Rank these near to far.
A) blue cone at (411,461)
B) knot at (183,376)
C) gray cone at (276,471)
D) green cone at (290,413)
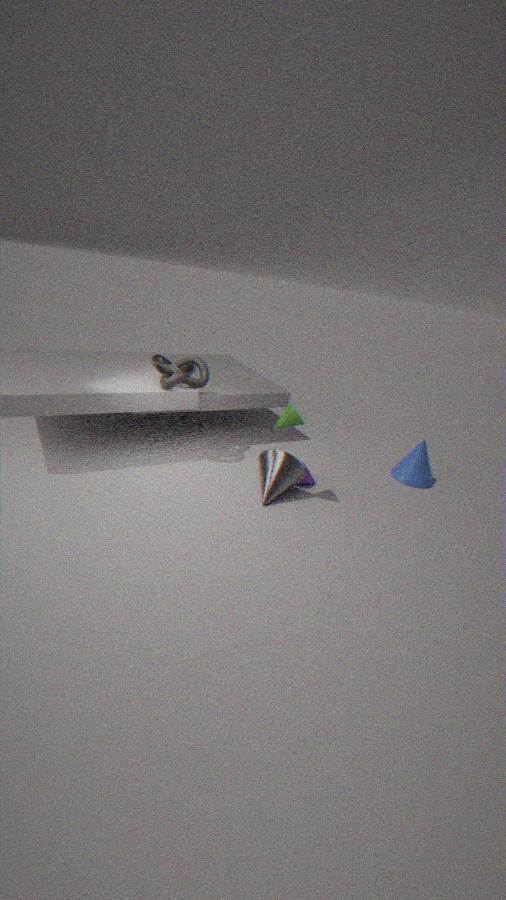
green cone at (290,413), gray cone at (276,471), knot at (183,376), blue cone at (411,461)
